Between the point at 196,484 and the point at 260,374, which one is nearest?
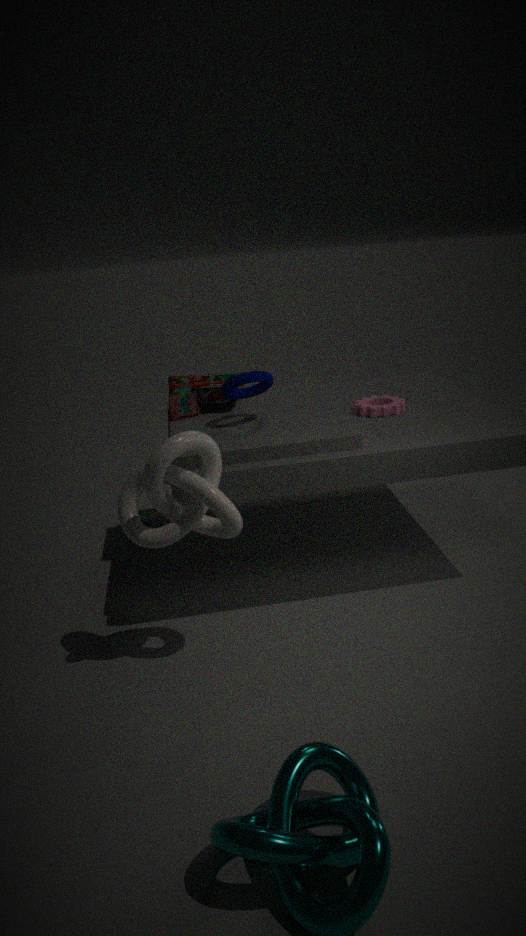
the point at 196,484
